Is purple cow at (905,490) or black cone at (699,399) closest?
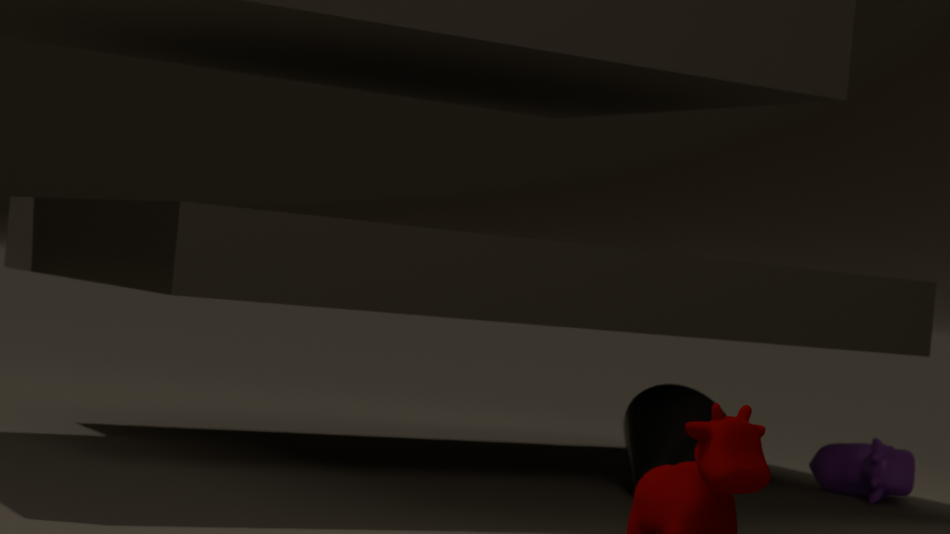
black cone at (699,399)
